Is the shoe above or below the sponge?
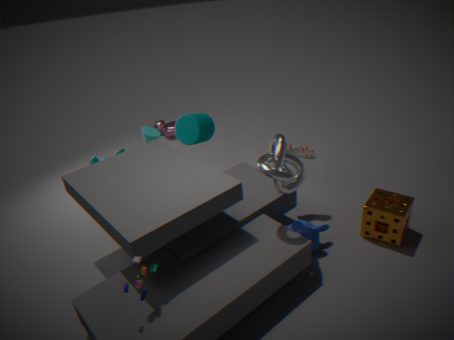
above
